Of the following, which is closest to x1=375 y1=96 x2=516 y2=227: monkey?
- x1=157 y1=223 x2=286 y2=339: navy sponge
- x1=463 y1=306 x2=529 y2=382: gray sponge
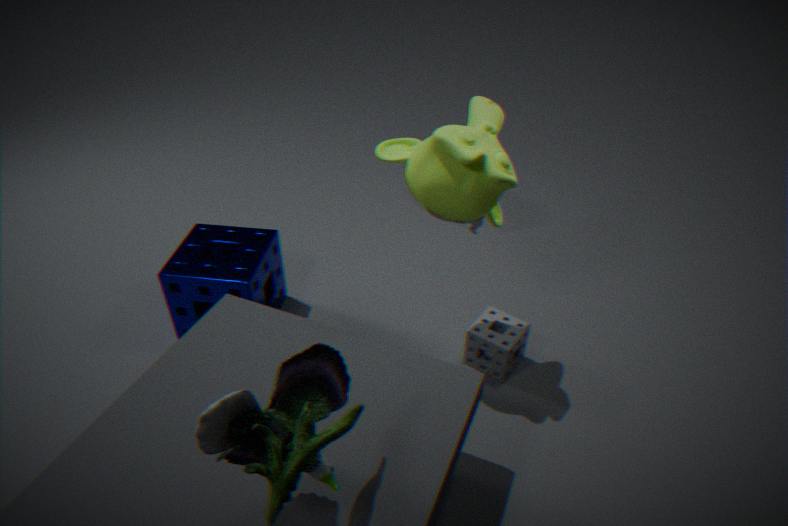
x1=463 y1=306 x2=529 y2=382: gray sponge
